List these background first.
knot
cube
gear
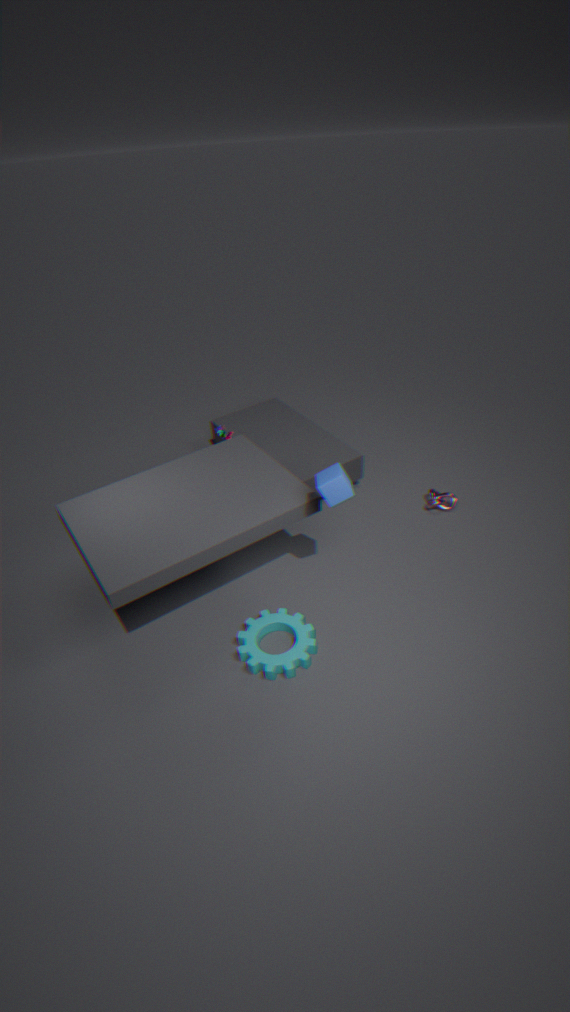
1. knot
2. gear
3. cube
